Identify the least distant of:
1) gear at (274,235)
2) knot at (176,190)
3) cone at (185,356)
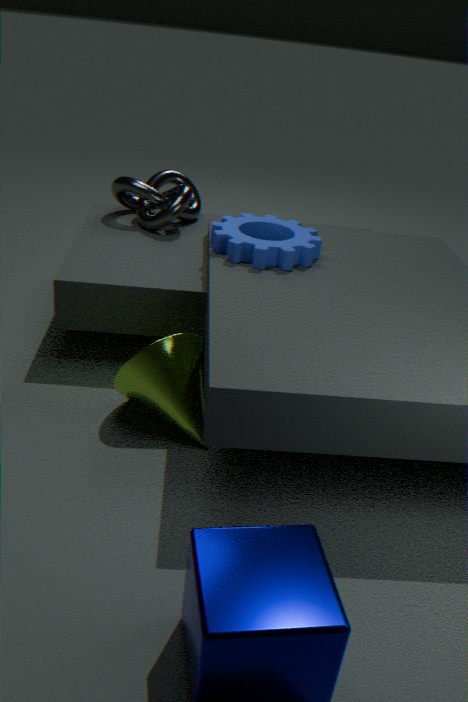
3. cone at (185,356)
